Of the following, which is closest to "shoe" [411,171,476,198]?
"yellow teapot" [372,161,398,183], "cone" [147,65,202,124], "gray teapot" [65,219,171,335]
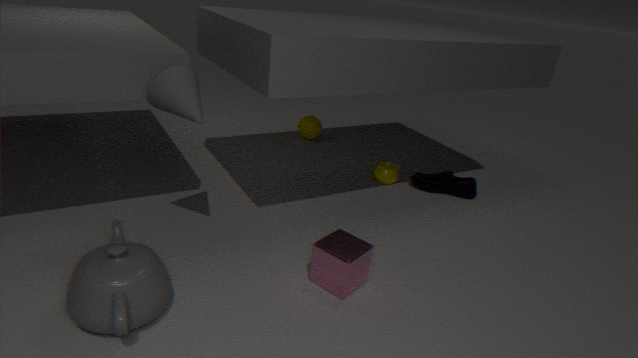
"yellow teapot" [372,161,398,183]
